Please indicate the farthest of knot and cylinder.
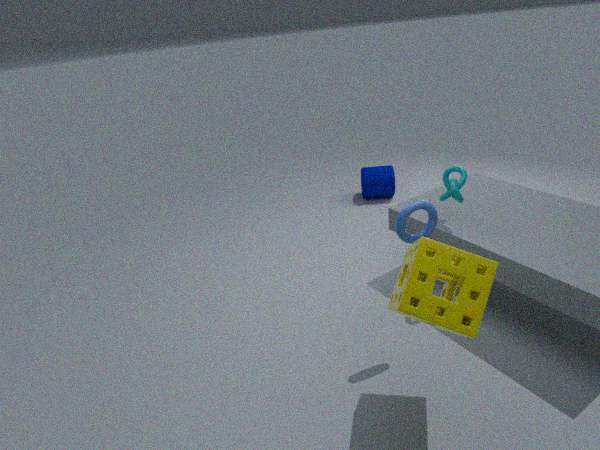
cylinder
